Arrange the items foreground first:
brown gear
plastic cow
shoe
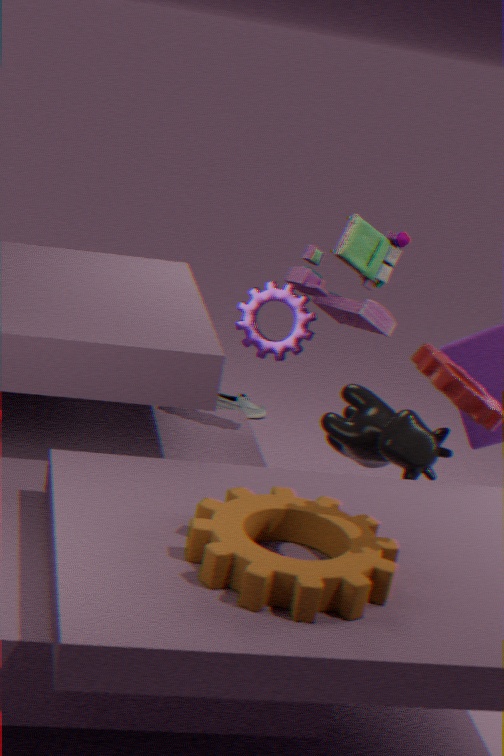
brown gear, plastic cow, shoe
